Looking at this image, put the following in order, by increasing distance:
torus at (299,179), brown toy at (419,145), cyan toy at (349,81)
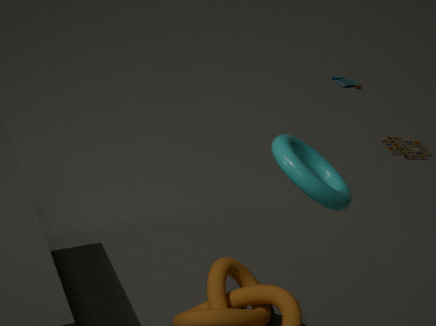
torus at (299,179) → brown toy at (419,145) → cyan toy at (349,81)
